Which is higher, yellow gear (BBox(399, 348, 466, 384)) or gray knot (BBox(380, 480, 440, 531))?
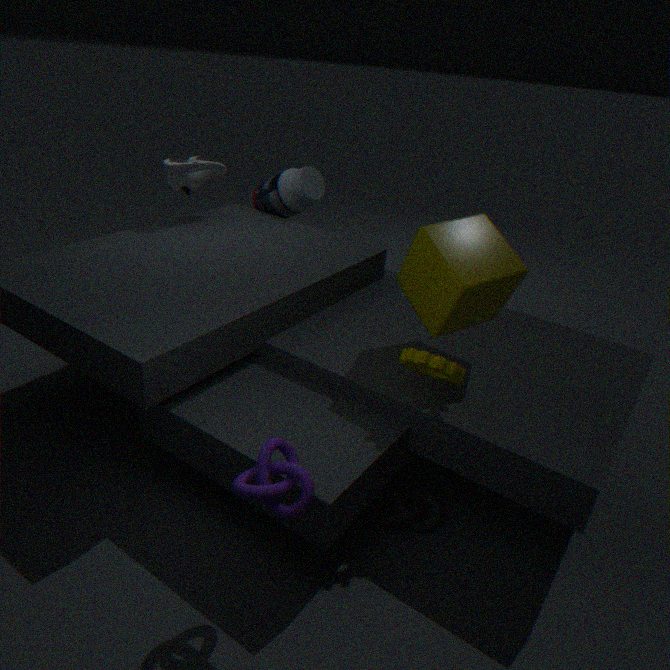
yellow gear (BBox(399, 348, 466, 384))
